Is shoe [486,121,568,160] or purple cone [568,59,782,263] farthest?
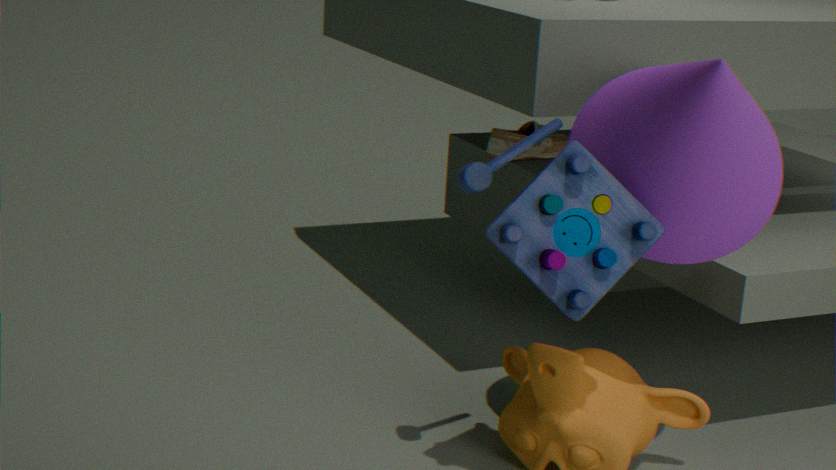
shoe [486,121,568,160]
